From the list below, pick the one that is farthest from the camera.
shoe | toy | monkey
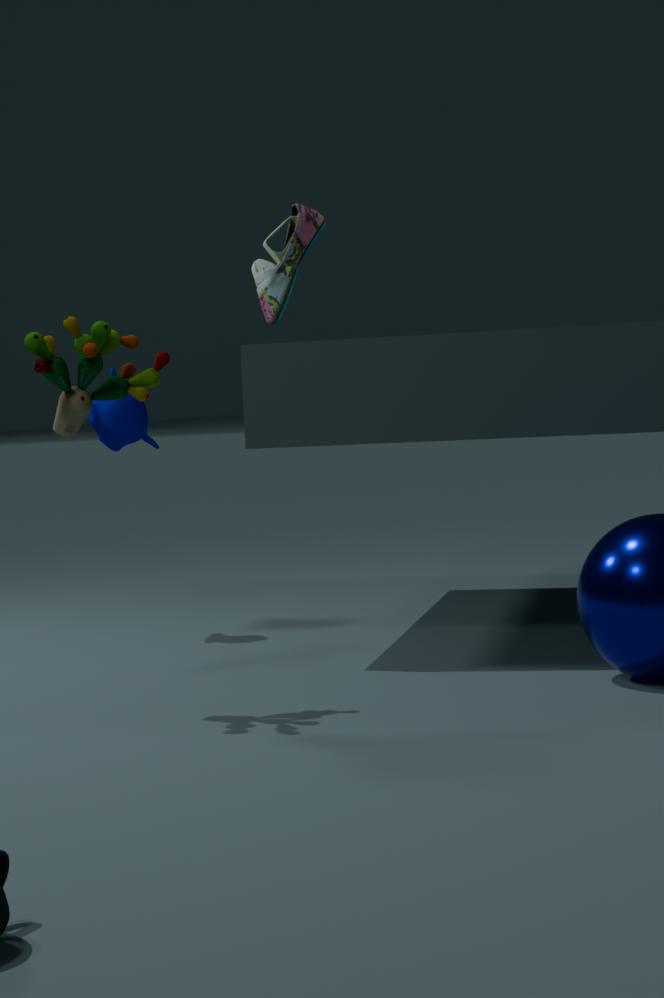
monkey
